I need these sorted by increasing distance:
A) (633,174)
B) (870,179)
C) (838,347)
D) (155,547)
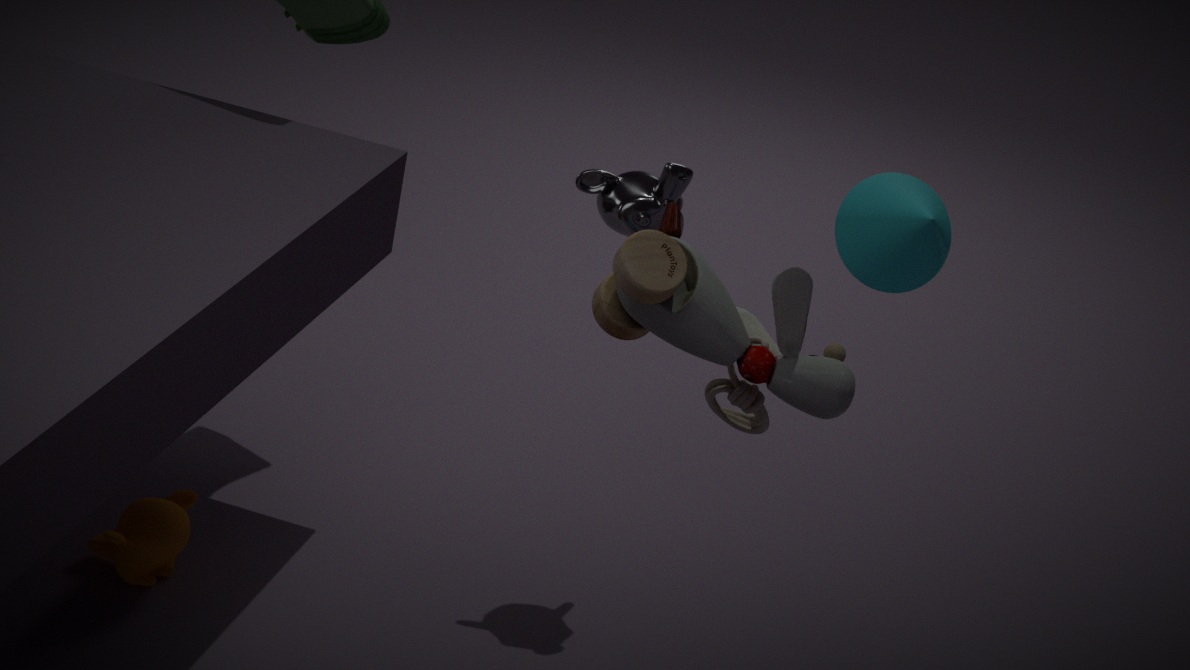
(838,347) → (870,179) → (155,547) → (633,174)
